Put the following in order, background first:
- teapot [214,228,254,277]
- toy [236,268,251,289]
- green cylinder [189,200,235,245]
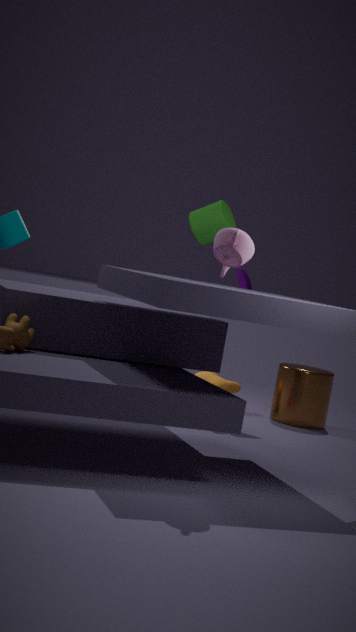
toy [236,268,251,289] → green cylinder [189,200,235,245] → teapot [214,228,254,277]
